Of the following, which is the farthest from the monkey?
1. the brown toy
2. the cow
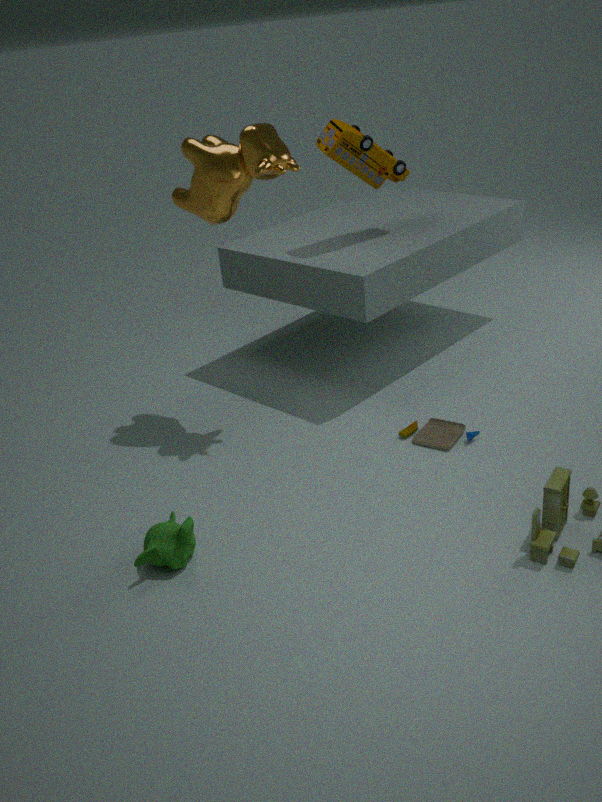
the cow
